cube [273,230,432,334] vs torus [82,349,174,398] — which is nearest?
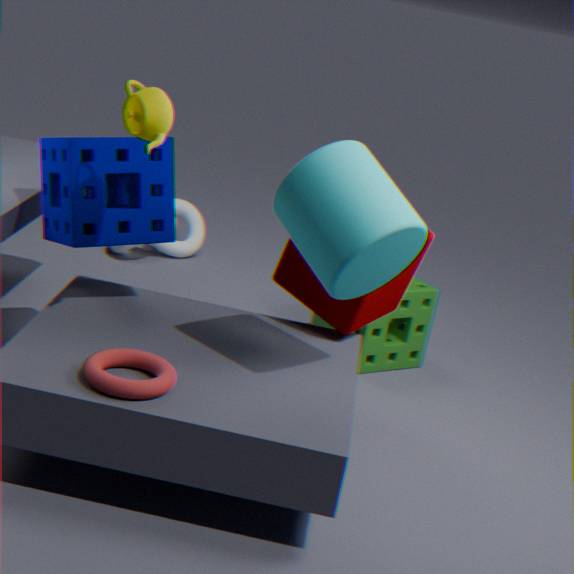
torus [82,349,174,398]
